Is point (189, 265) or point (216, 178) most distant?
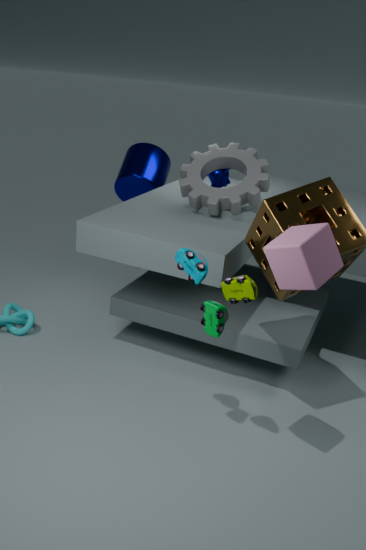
point (216, 178)
